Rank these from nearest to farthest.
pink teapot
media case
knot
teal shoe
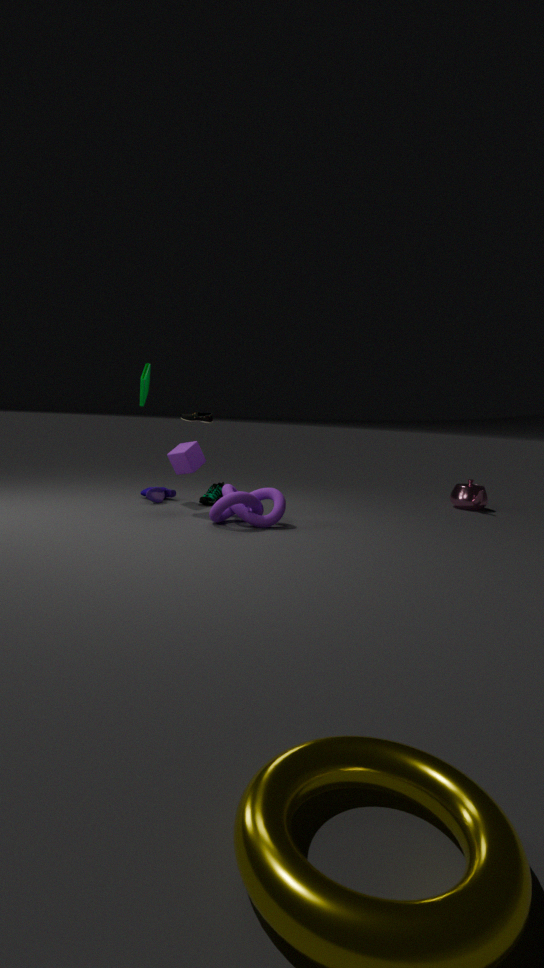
knot
media case
teal shoe
pink teapot
